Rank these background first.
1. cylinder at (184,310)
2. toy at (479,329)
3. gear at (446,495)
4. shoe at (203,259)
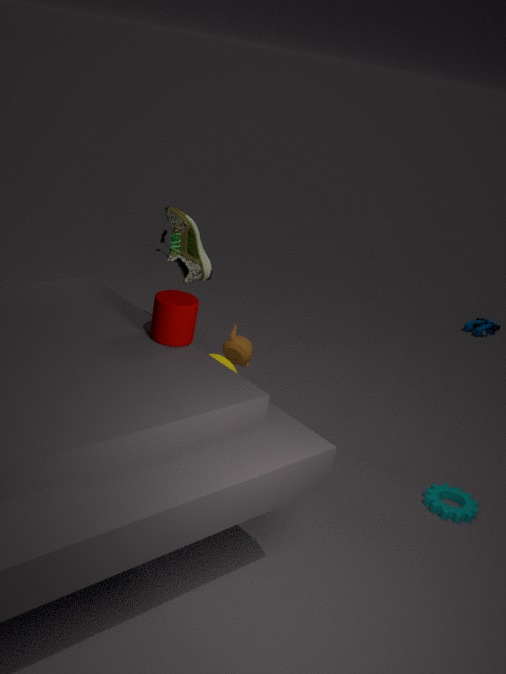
toy at (479,329), shoe at (203,259), gear at (446,495), cylinder at (184,310)
